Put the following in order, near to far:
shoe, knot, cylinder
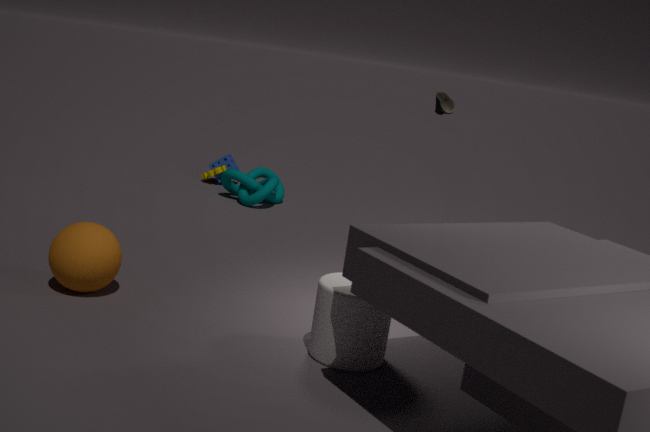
cylinder
shoe
knot
